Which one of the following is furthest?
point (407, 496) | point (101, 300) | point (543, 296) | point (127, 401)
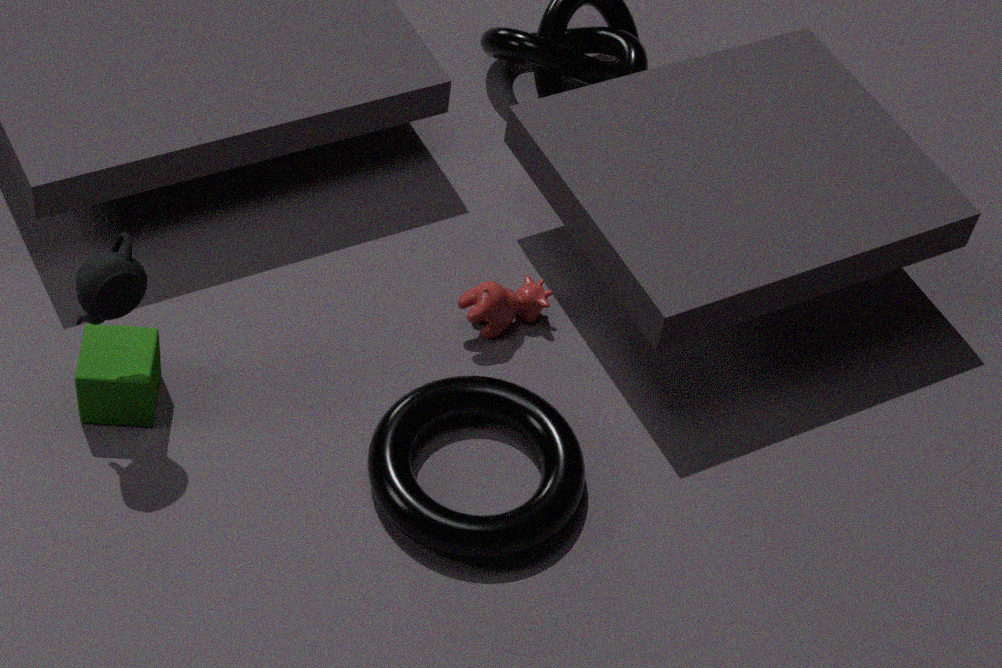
point (543, 296)
